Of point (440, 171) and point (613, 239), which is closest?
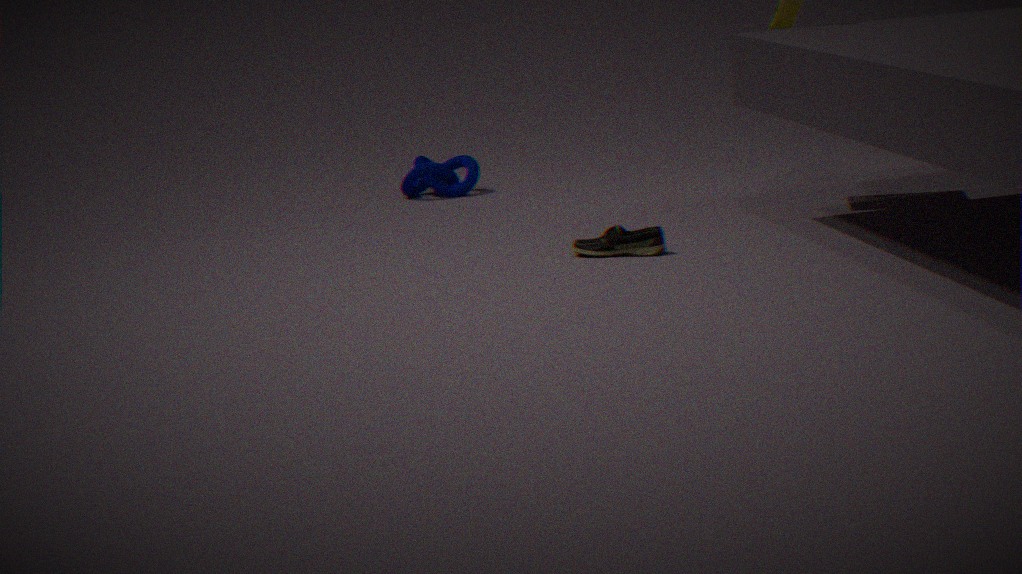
point (613, 239)
